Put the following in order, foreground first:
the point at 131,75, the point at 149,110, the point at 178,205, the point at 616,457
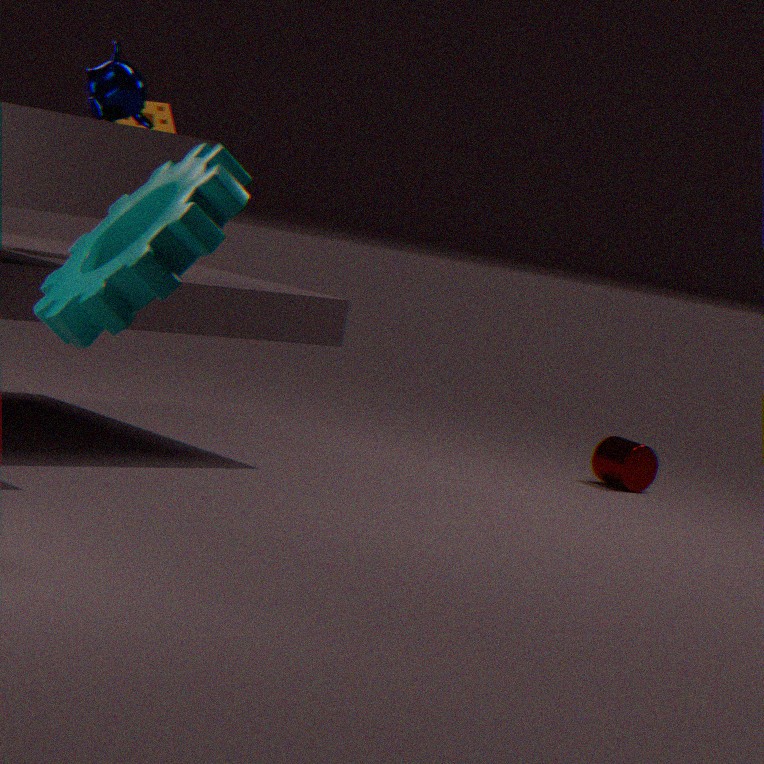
the point at 178,205
the point at 131,75
the point at 149,110
the point at 616,457
